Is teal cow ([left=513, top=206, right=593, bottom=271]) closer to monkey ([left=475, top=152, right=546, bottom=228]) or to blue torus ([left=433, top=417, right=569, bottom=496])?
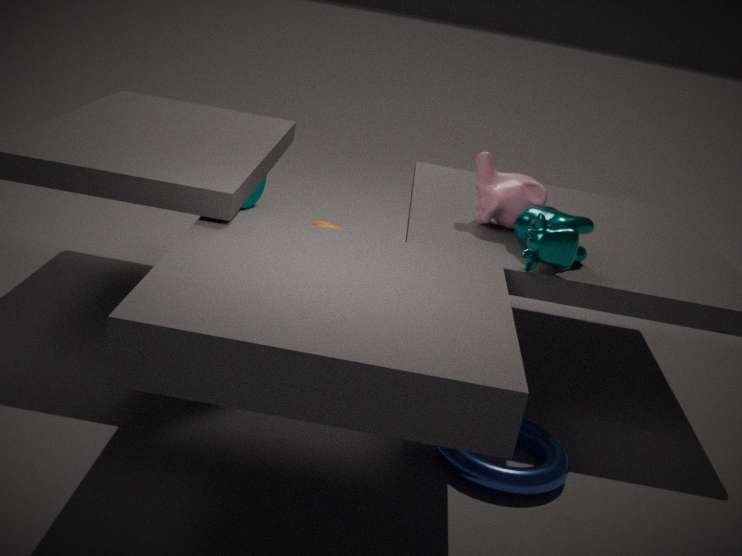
monkey ([left=475, top=152, right=546, bottom=228])
